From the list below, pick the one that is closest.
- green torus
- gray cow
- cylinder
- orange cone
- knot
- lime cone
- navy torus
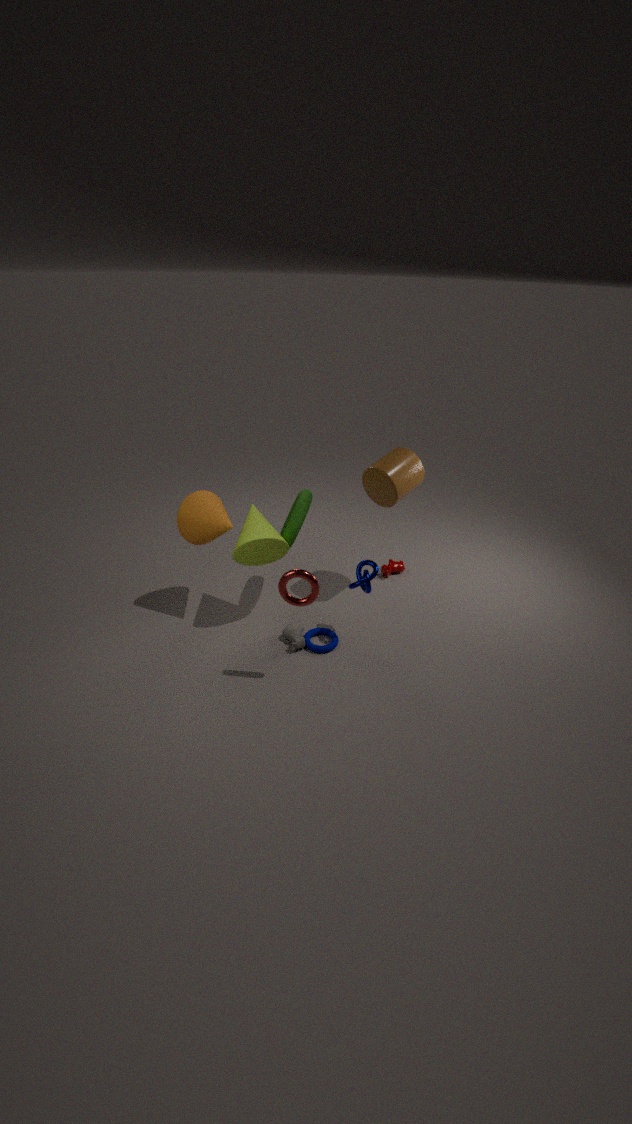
knot
